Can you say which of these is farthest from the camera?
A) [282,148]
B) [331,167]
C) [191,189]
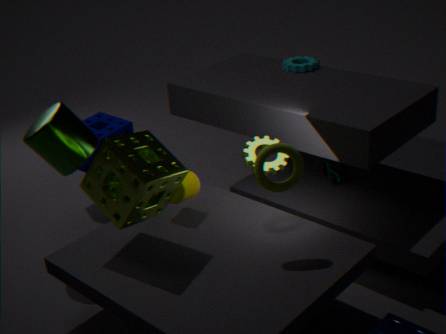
[331,167]
